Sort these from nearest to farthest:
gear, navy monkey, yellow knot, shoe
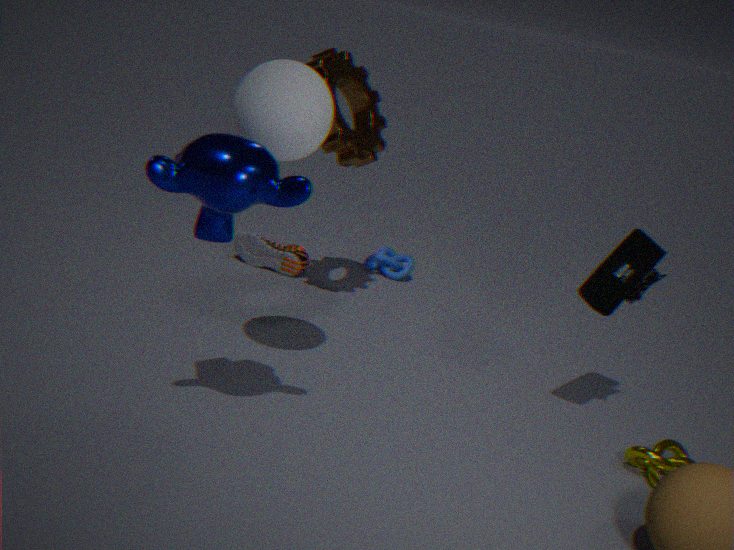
navy monkey
yellow knot
gear
shoe
